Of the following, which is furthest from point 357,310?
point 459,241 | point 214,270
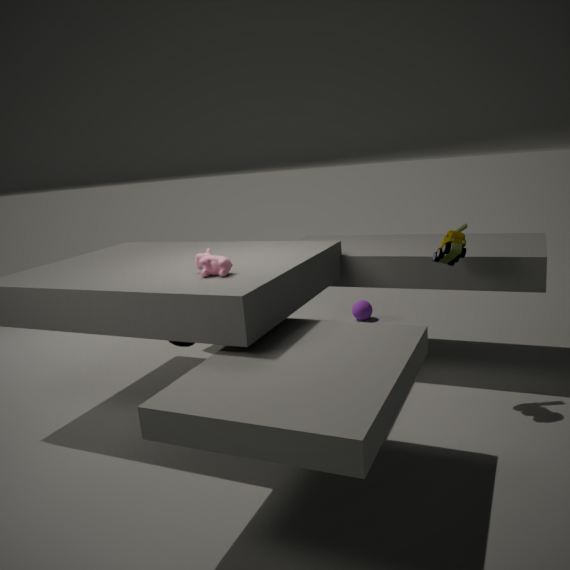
point 214,270
